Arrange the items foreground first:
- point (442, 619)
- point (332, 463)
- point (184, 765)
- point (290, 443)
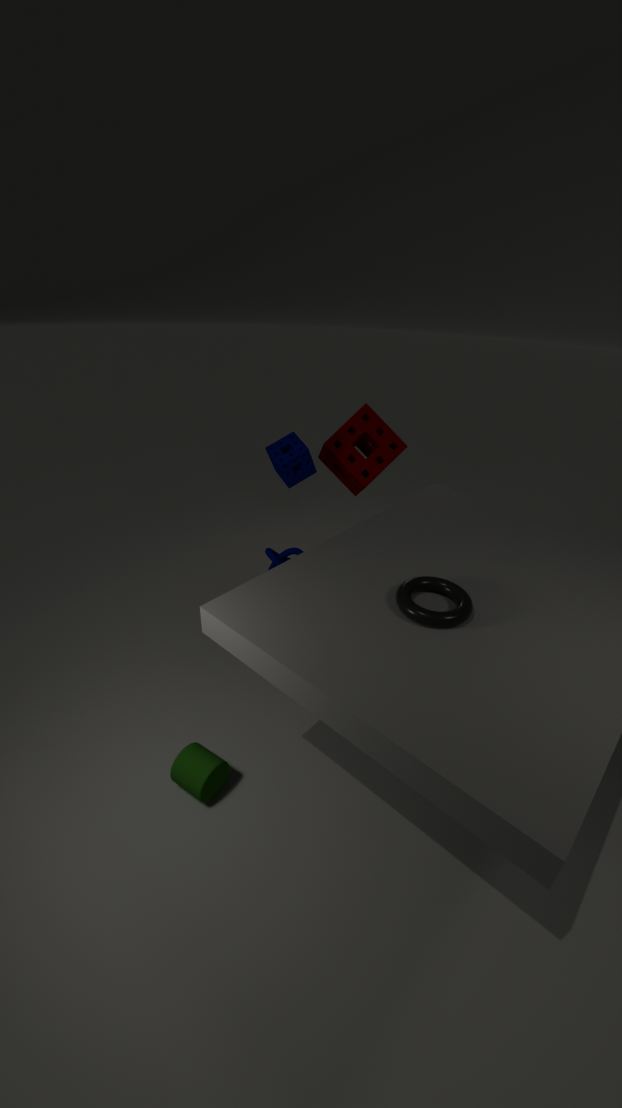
point (442, 619), point (184, 765), point (290, 443), point (332, 463)
